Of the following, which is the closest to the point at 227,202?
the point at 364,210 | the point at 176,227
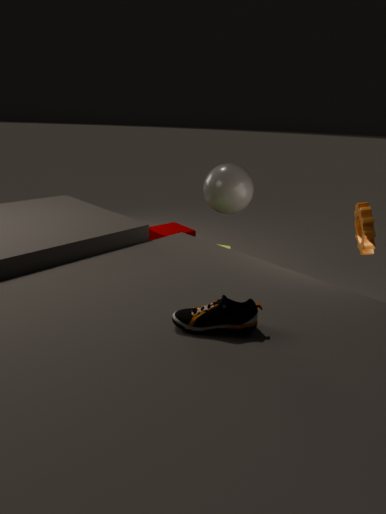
the point at 364,210
